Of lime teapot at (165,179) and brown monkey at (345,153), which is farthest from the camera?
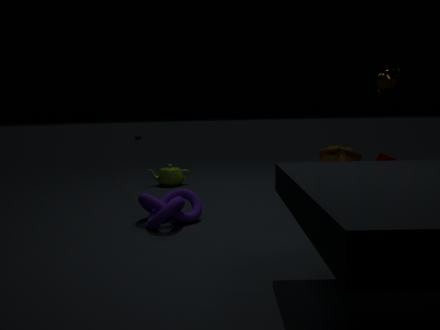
lime teapot at (165,179)
